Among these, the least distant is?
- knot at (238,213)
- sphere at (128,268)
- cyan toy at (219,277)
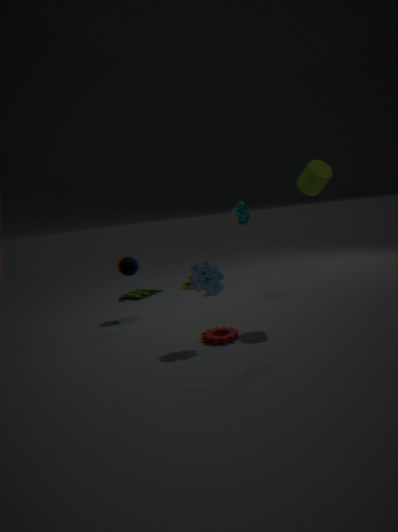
cyan toy at (219,277)
